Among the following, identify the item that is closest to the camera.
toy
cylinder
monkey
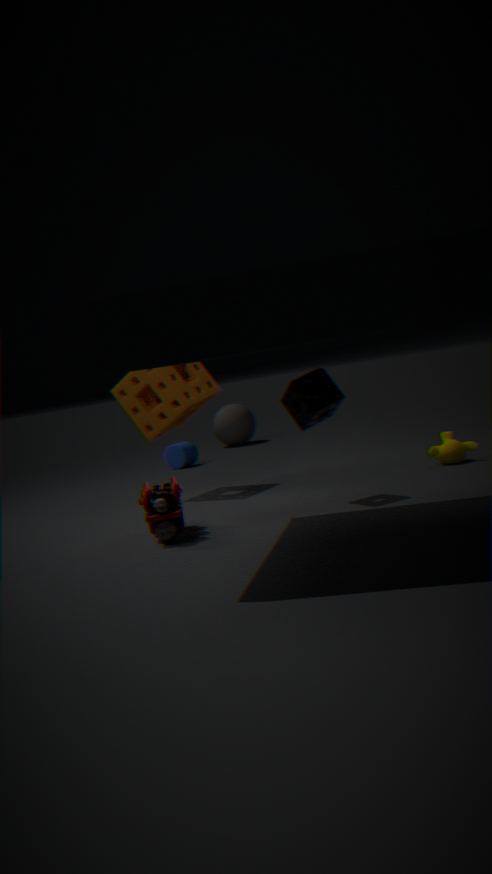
toy
